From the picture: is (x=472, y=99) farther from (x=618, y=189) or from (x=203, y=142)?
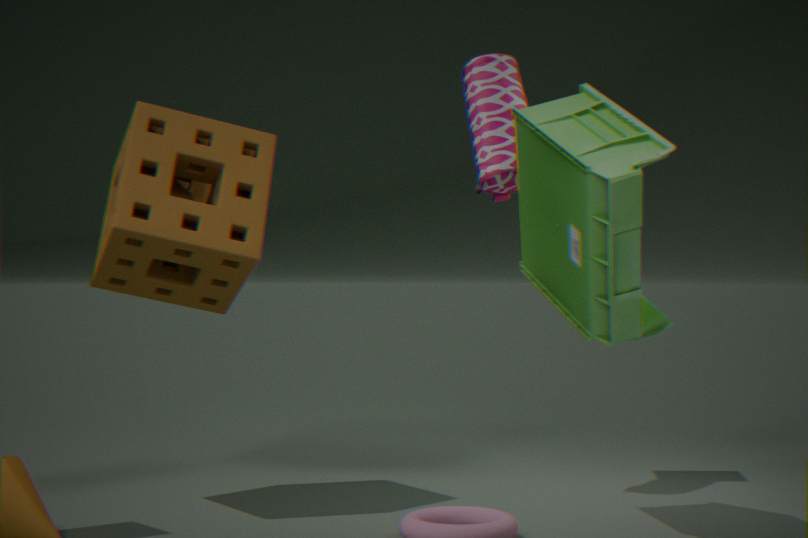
(x=203, y=142)
